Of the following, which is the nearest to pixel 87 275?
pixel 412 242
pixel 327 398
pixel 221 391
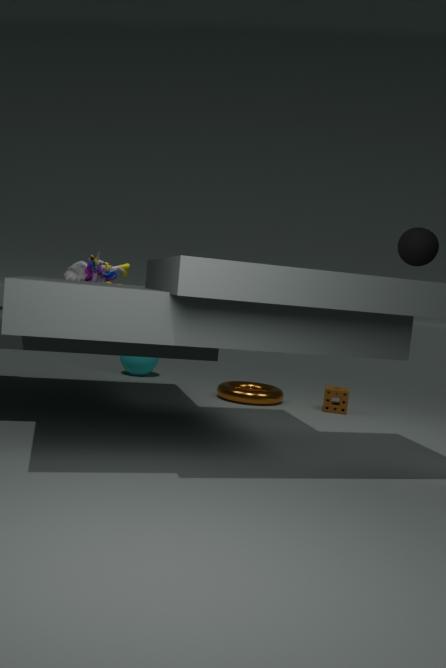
pixel 221 391
